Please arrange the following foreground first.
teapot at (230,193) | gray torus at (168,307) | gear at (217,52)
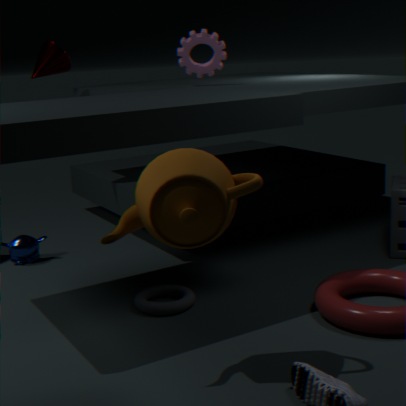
teapot at (230,193) → gray torus at (168,307) → gear at (217,52)
